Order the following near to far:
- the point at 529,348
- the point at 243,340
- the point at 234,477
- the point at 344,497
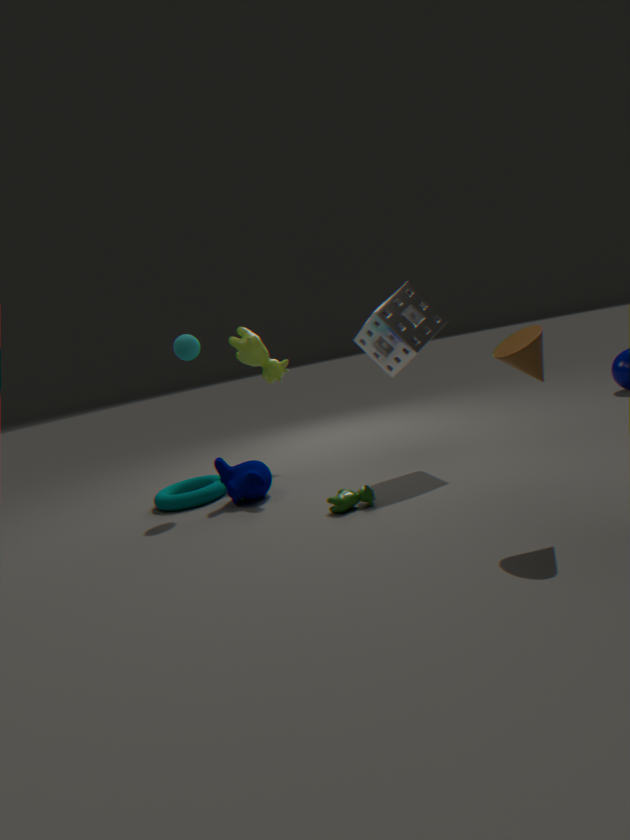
the point at 529,348 < the point at 344,497 < the point at 234,477 < the point at 243,340
